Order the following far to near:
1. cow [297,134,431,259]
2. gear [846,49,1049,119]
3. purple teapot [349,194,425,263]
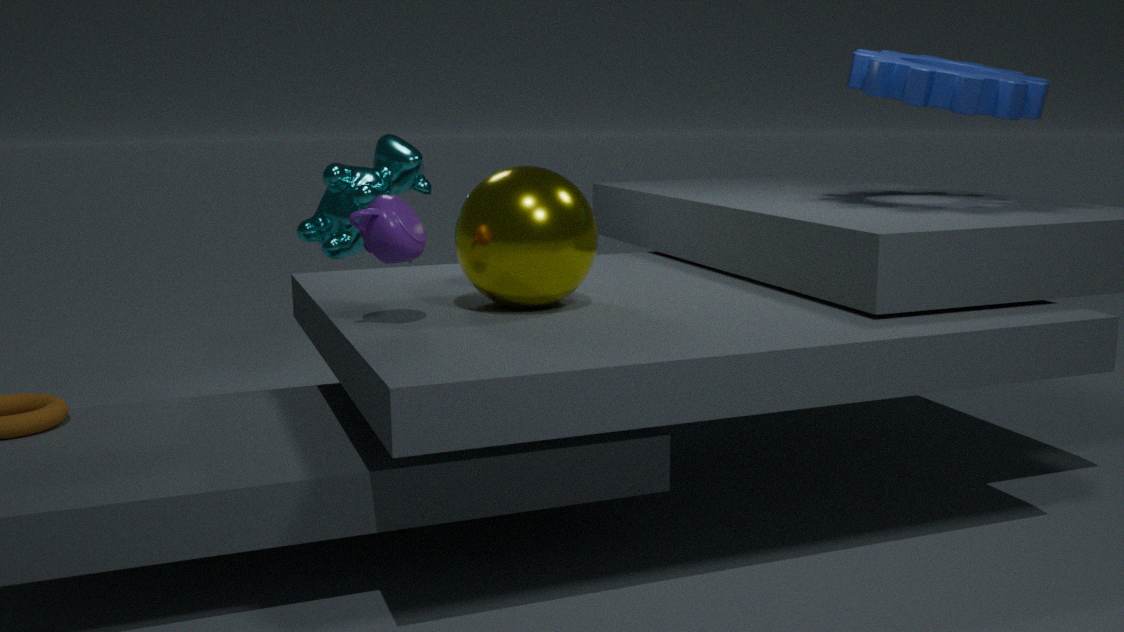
cow [297,134,431,259]
gear [846,49,1049,119]
purple teapot [349,194,425,263]
